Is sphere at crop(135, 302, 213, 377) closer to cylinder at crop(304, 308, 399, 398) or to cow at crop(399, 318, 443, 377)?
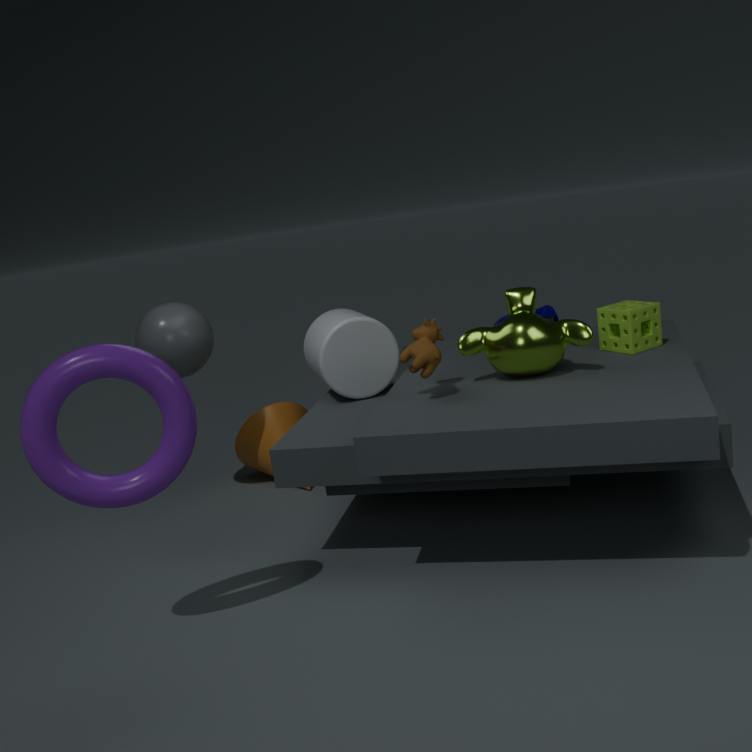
cylinder at crop(304, 308, 399, 398)
